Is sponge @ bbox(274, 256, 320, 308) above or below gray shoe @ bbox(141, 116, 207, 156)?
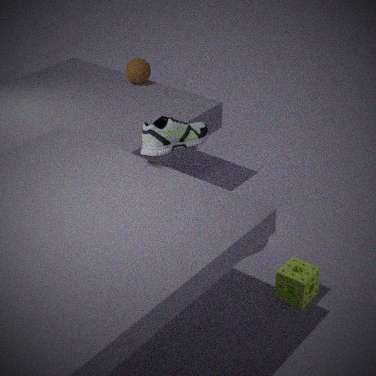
below
